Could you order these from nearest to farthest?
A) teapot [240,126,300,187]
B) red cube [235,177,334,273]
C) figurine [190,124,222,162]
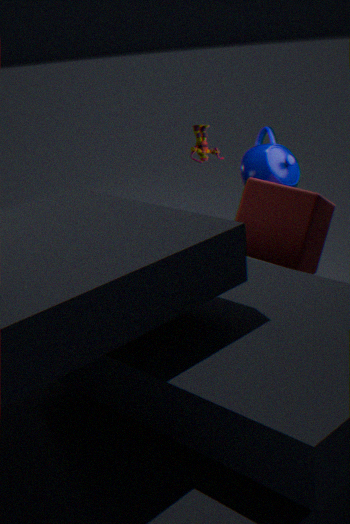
red cube [235,177,334,273], figurine [190,124,222,162], teapot [240,126,300,187]
